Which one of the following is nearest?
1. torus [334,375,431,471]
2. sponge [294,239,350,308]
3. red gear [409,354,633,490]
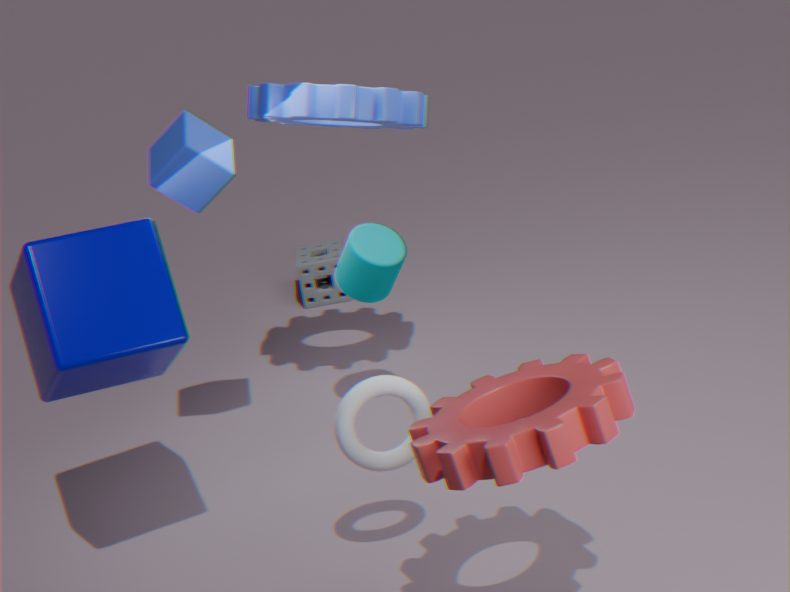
red gear [409,354,633,490]
